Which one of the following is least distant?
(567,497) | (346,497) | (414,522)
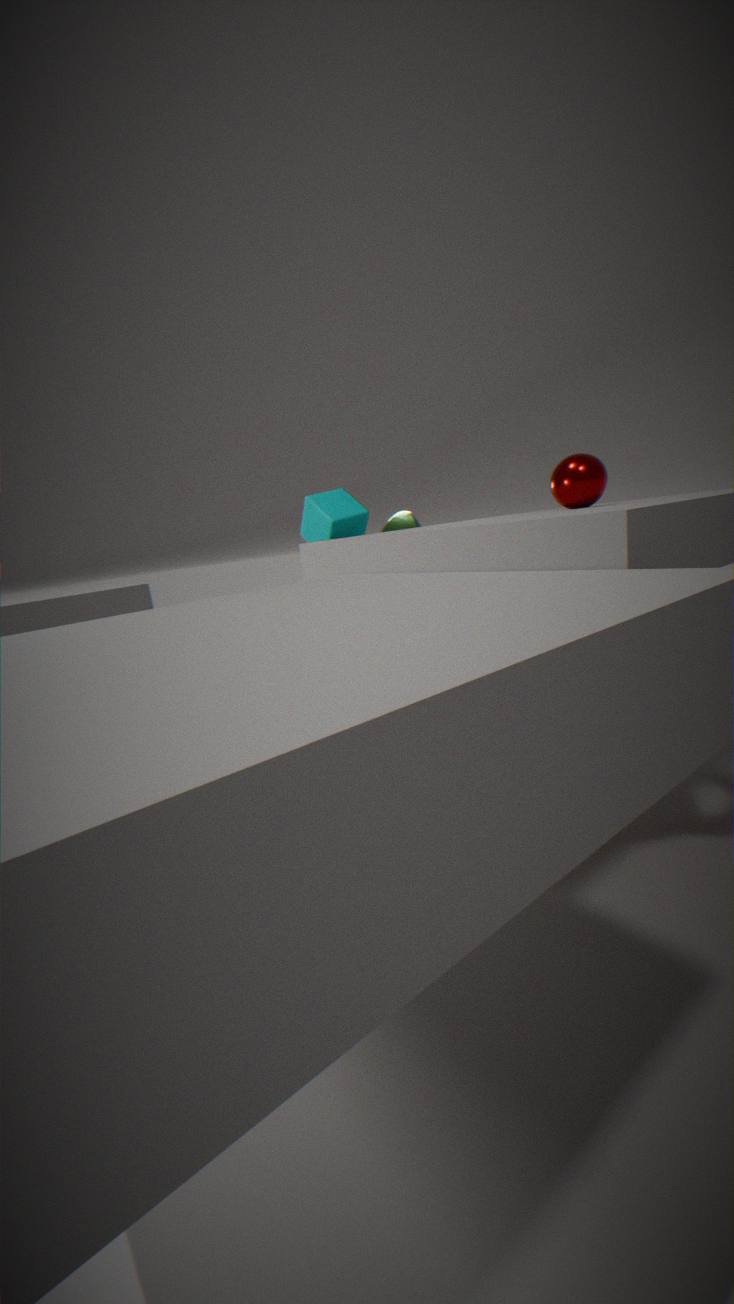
(567,497)
